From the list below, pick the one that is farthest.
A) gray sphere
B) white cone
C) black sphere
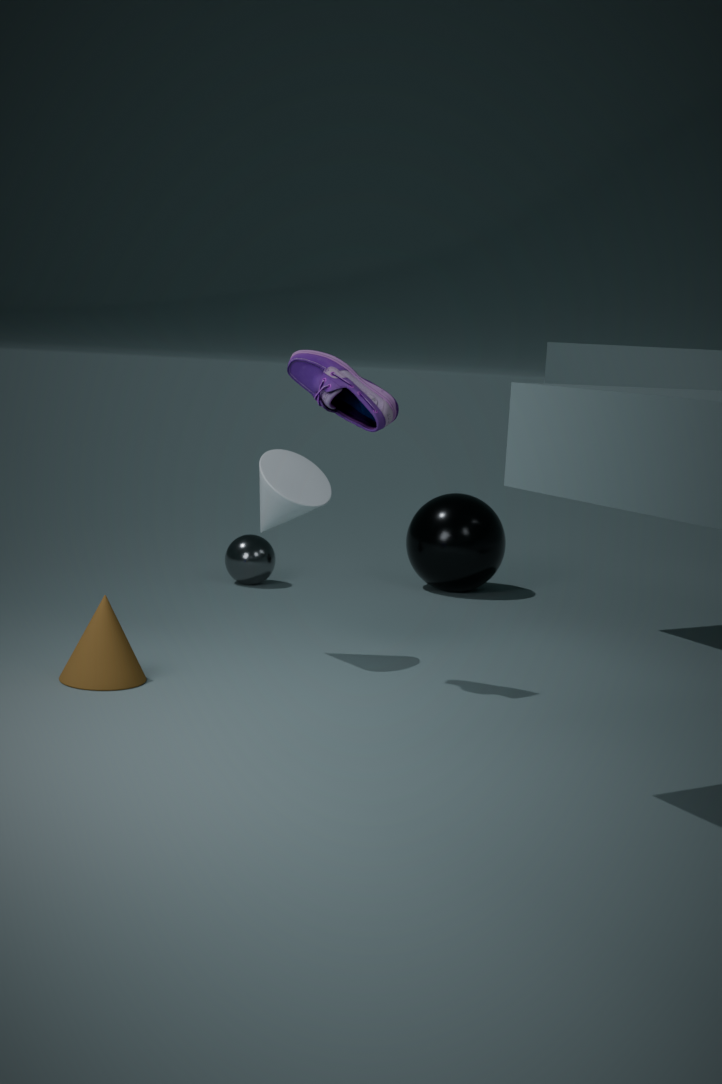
black sphere
